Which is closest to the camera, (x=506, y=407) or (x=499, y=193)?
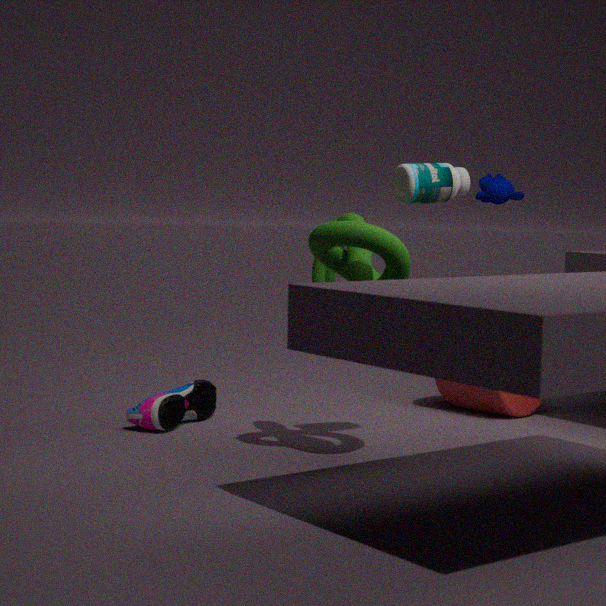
(x=506, y=407)
